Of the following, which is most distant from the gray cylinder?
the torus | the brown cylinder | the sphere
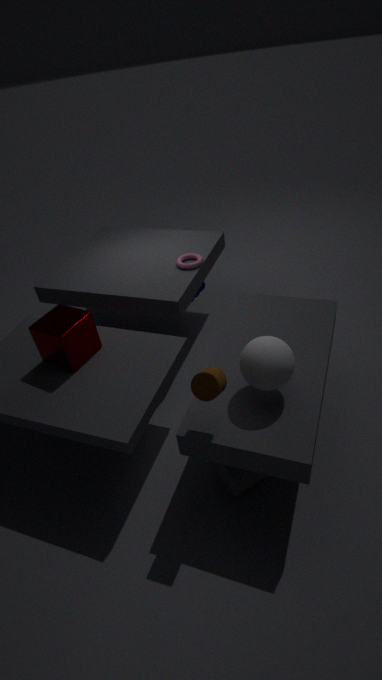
the torus
